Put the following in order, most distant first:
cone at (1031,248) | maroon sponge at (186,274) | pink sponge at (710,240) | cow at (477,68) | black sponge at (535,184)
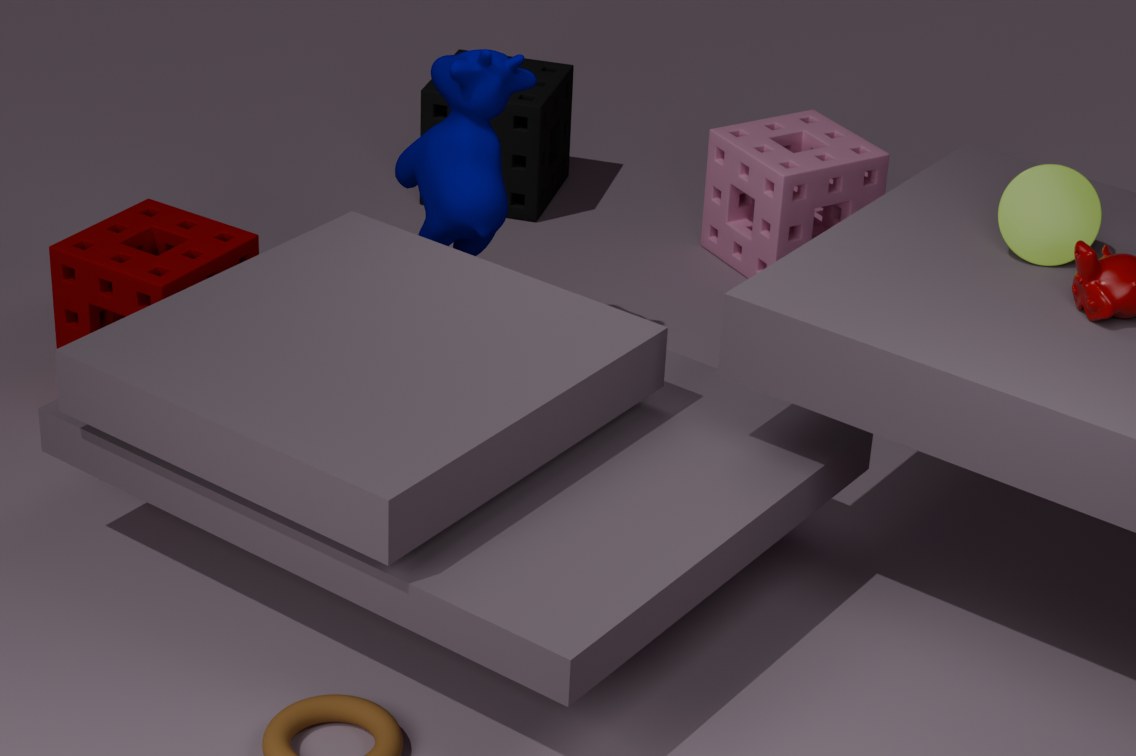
1. black sponge at (535,184)
2. pink sponge at (710,240)
3. maroon sponge at (186,274)
4. cow at (477,68)
5. cone at (1031,248)
